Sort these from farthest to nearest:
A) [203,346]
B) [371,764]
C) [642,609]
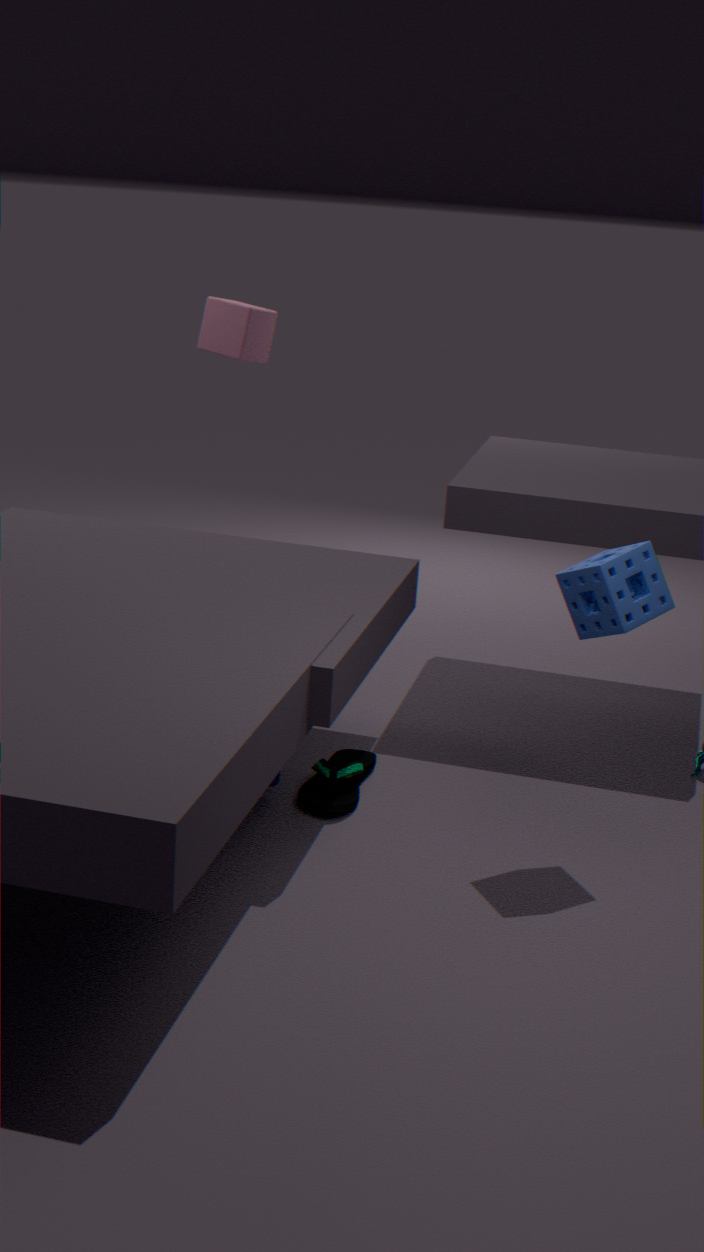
[203,346] → [371,764] → [642,609]
